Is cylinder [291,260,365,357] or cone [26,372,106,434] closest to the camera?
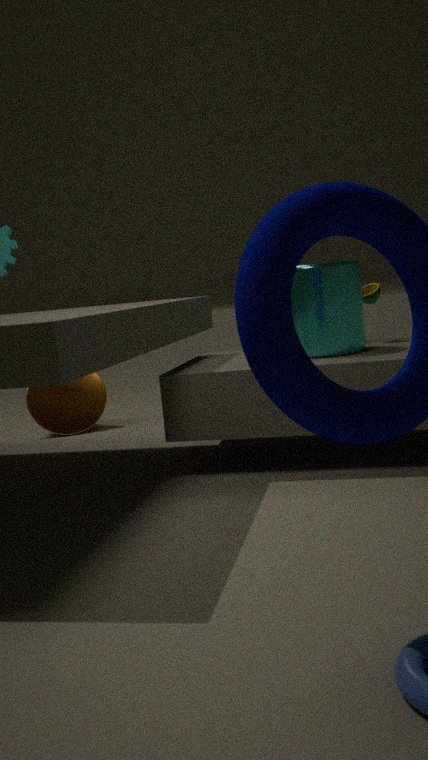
cylinder [291,260,365,357]
